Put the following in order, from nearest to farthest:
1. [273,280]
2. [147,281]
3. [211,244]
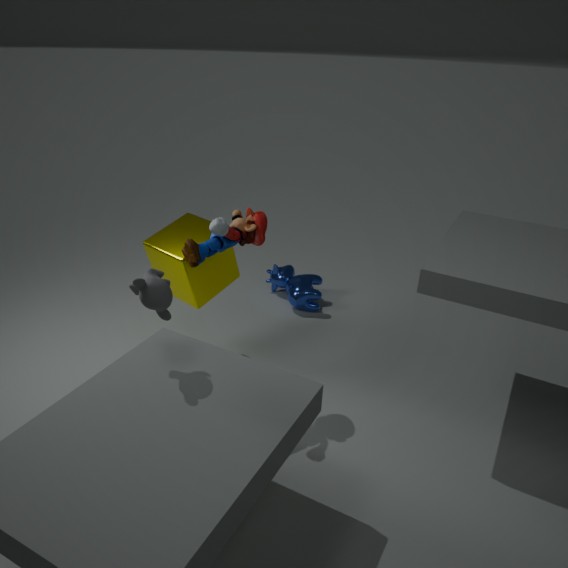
1. [147,281]
2. [211,244]
3. [273,280]
